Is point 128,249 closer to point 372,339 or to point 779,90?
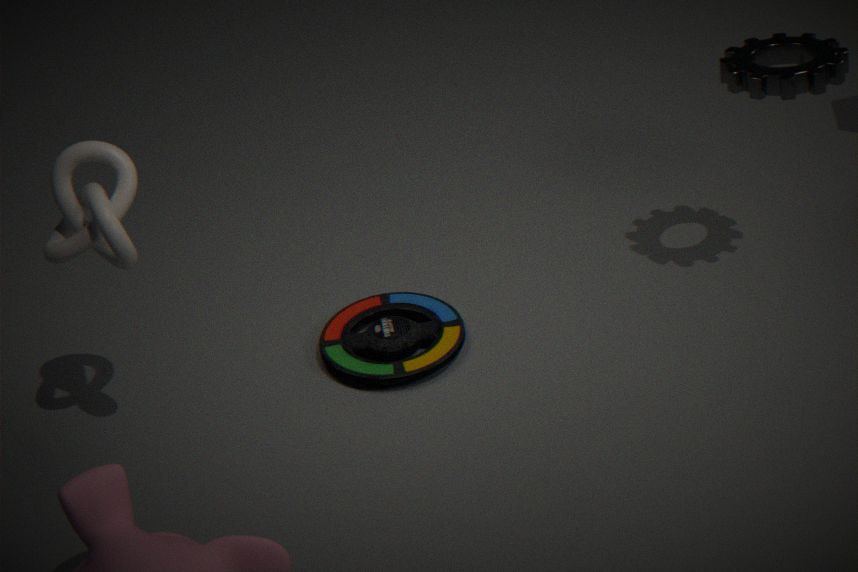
point 372,339
